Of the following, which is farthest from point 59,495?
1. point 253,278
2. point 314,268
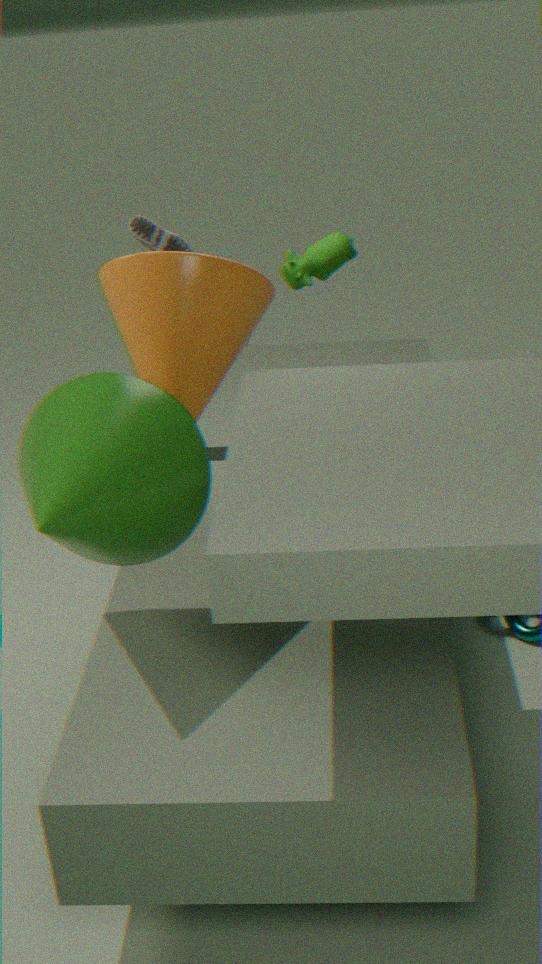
point 314,268
